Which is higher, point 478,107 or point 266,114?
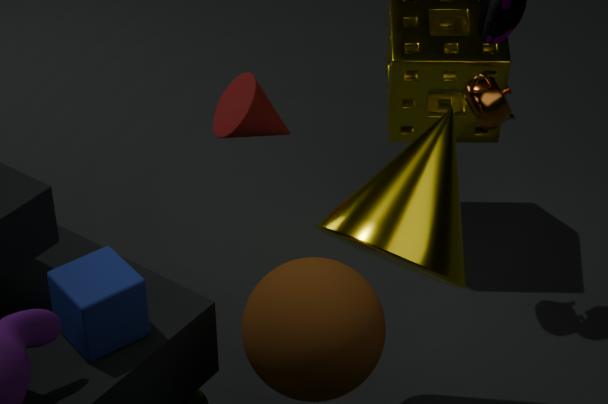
point 478,107
